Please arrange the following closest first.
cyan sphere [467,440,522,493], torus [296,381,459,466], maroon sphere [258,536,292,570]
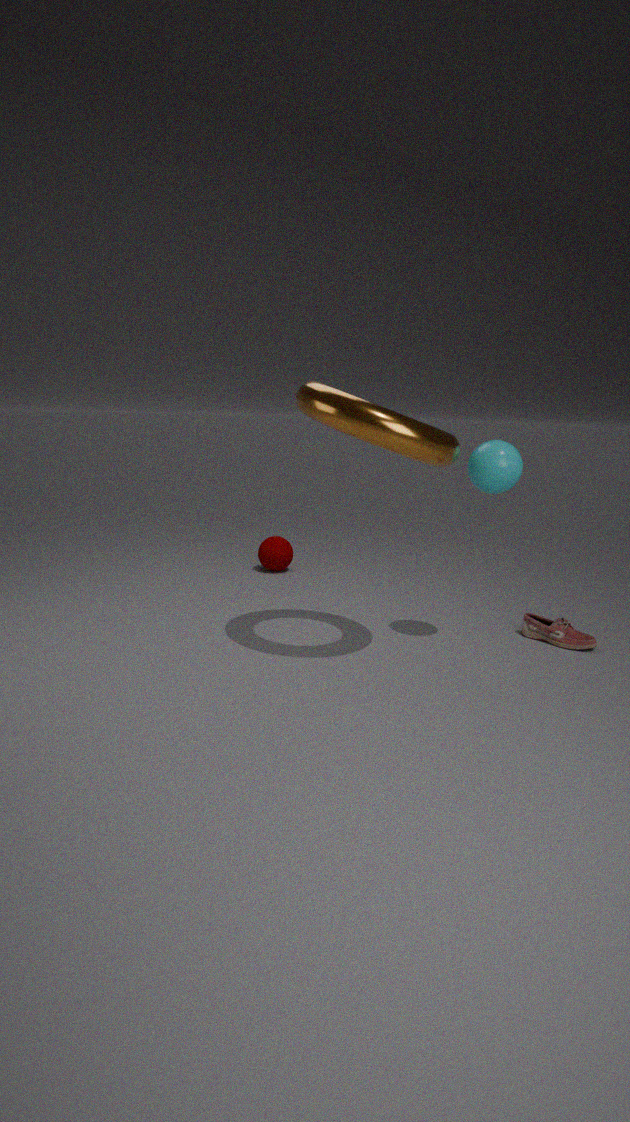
torus [296,381,459,466], cyan sphere [467,440,522,493], maroon sphere [258,536,292,570]
